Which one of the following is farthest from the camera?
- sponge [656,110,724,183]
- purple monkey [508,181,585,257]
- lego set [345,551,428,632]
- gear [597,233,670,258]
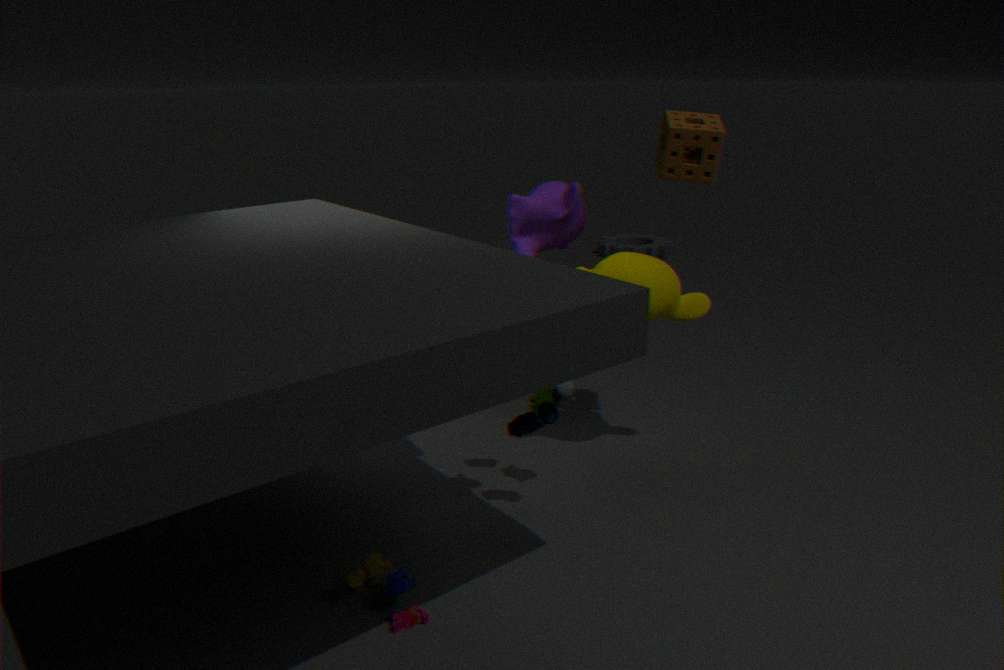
gear [597,233,670,258]
